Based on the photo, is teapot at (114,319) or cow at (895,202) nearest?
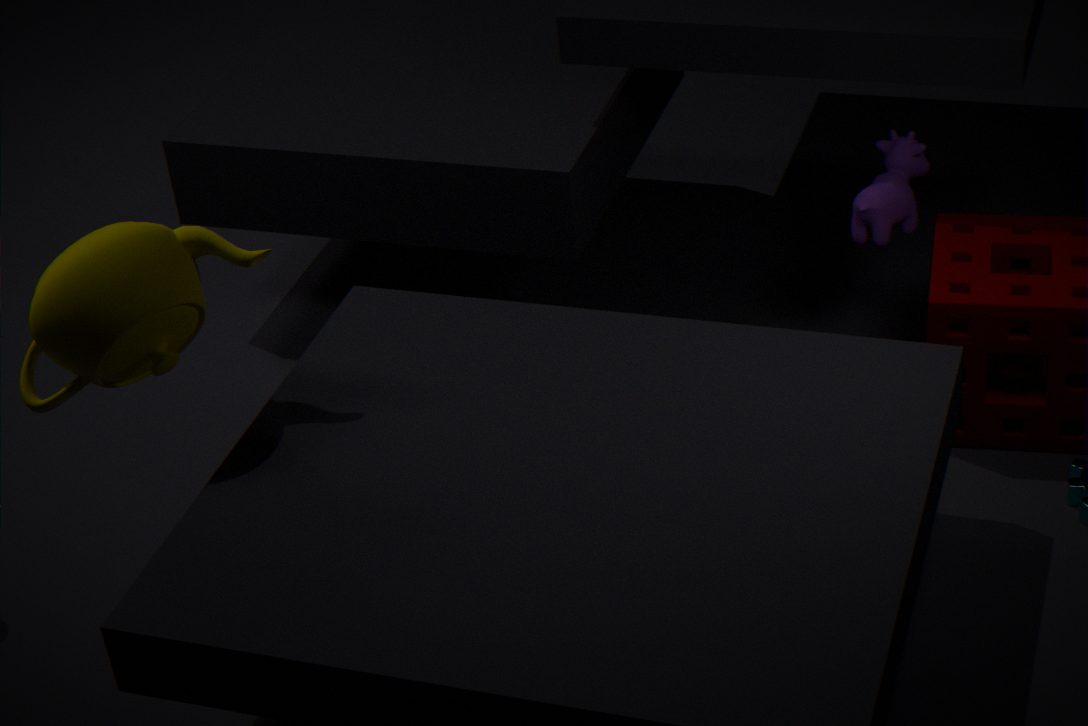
teapot at (114,319)
